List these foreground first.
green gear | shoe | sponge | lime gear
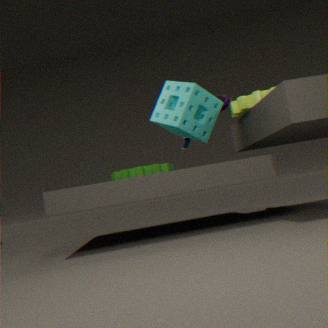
lime gear
sponge
green gear
shoe
